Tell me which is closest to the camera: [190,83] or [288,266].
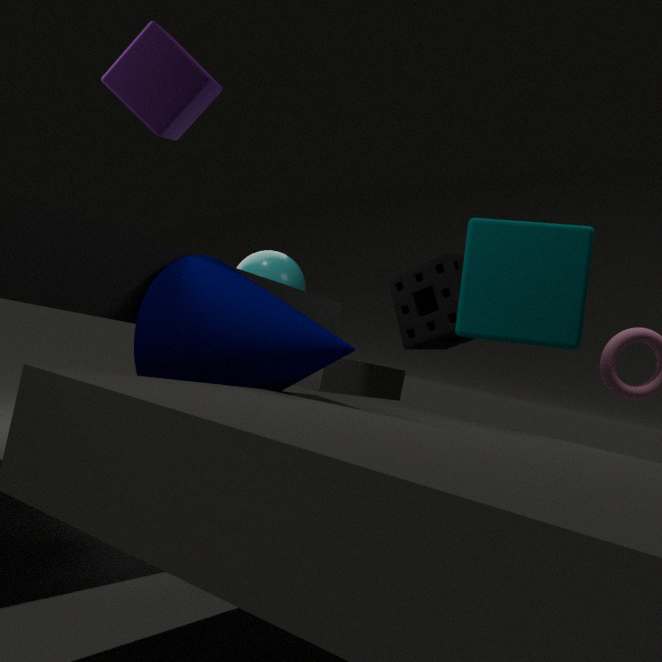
[190,83]
